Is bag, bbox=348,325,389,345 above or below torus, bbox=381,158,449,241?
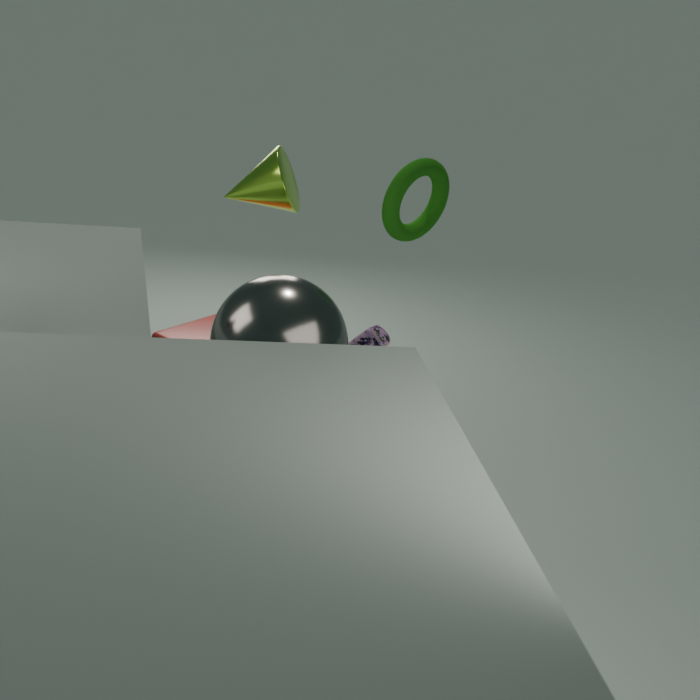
below
